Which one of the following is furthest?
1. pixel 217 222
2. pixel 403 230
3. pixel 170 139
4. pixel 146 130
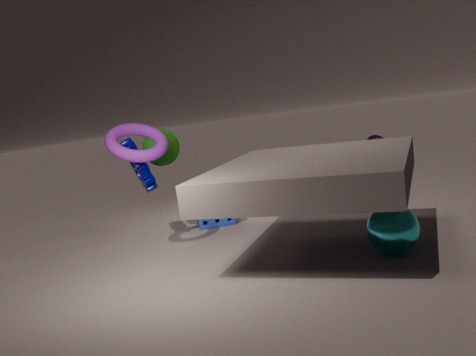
pixel 217 222
